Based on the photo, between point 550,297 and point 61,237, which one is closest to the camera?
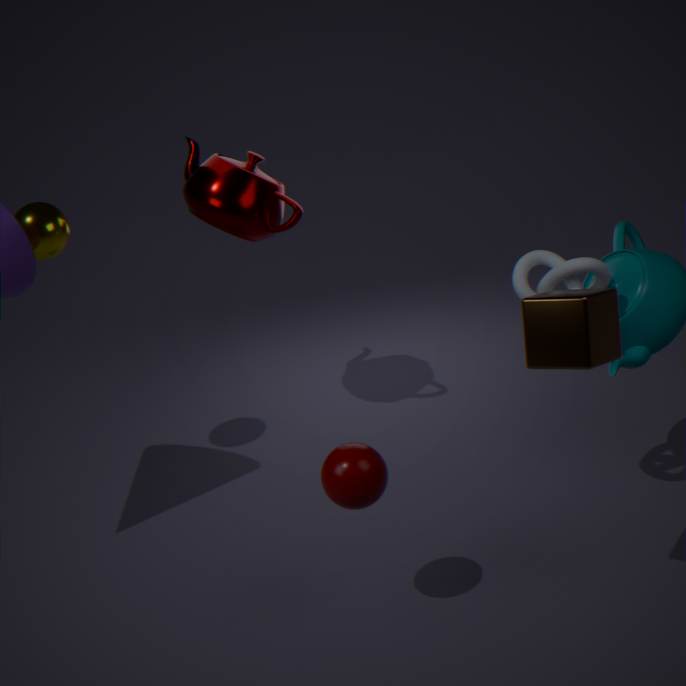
point 550,297
